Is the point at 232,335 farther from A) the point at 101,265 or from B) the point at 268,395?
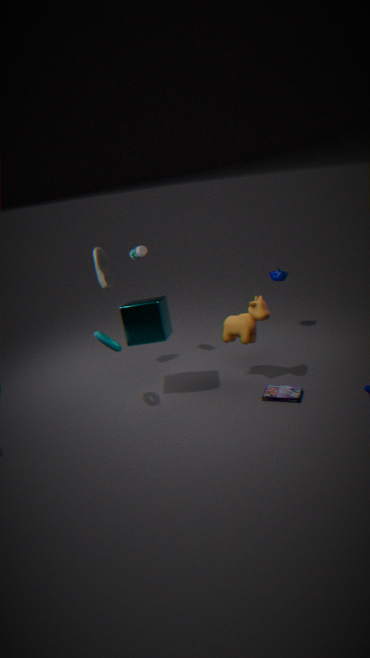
A) the point at 101,265
